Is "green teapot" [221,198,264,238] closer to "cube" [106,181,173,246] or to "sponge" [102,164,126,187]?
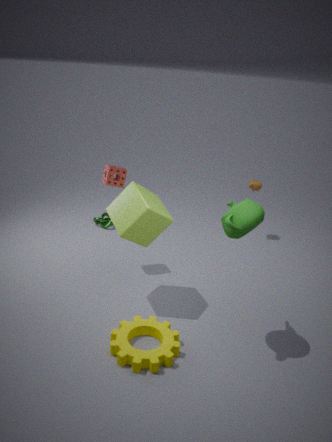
"cube" [106,181,173,246]
